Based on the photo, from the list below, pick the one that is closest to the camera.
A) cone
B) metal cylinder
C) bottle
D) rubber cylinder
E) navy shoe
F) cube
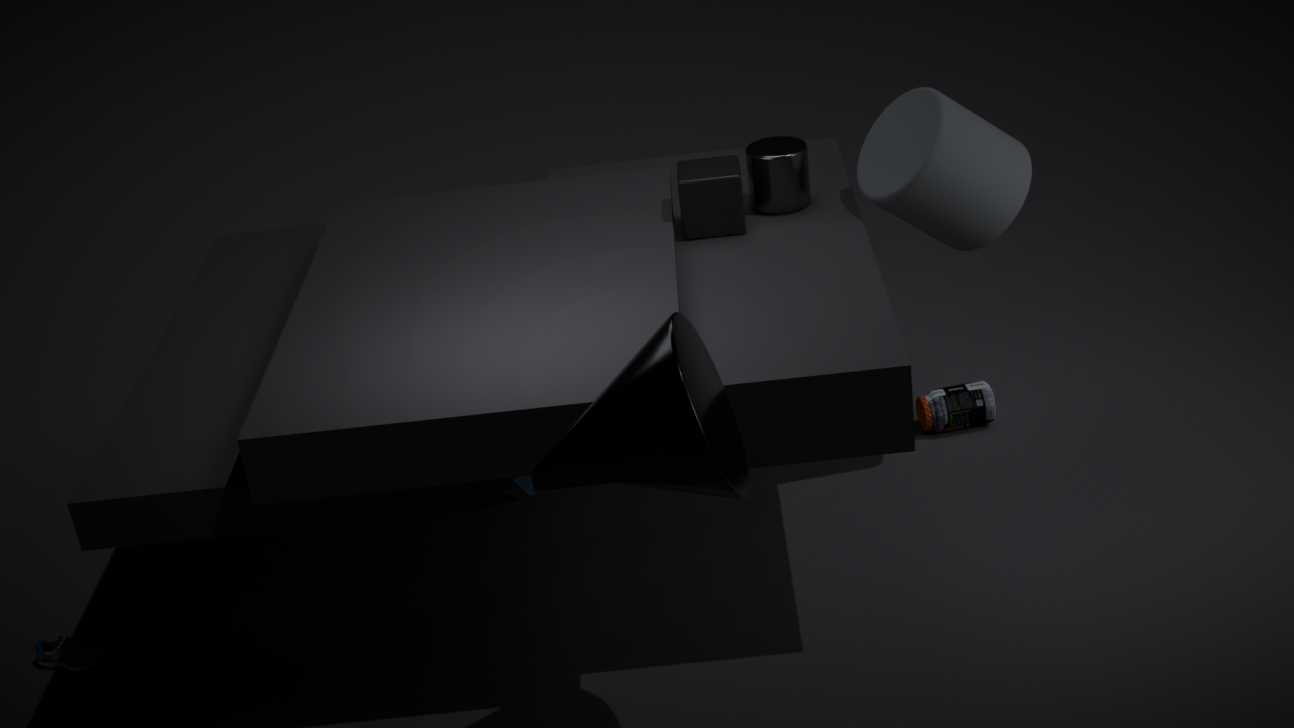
cone
